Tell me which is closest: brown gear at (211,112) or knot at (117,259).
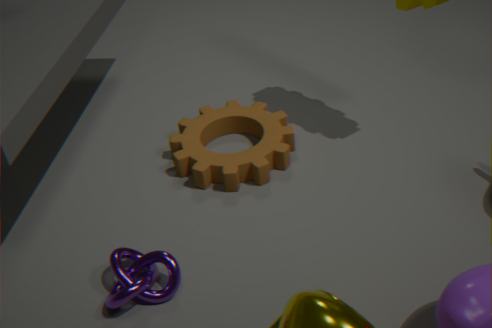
knot at (117,259)
